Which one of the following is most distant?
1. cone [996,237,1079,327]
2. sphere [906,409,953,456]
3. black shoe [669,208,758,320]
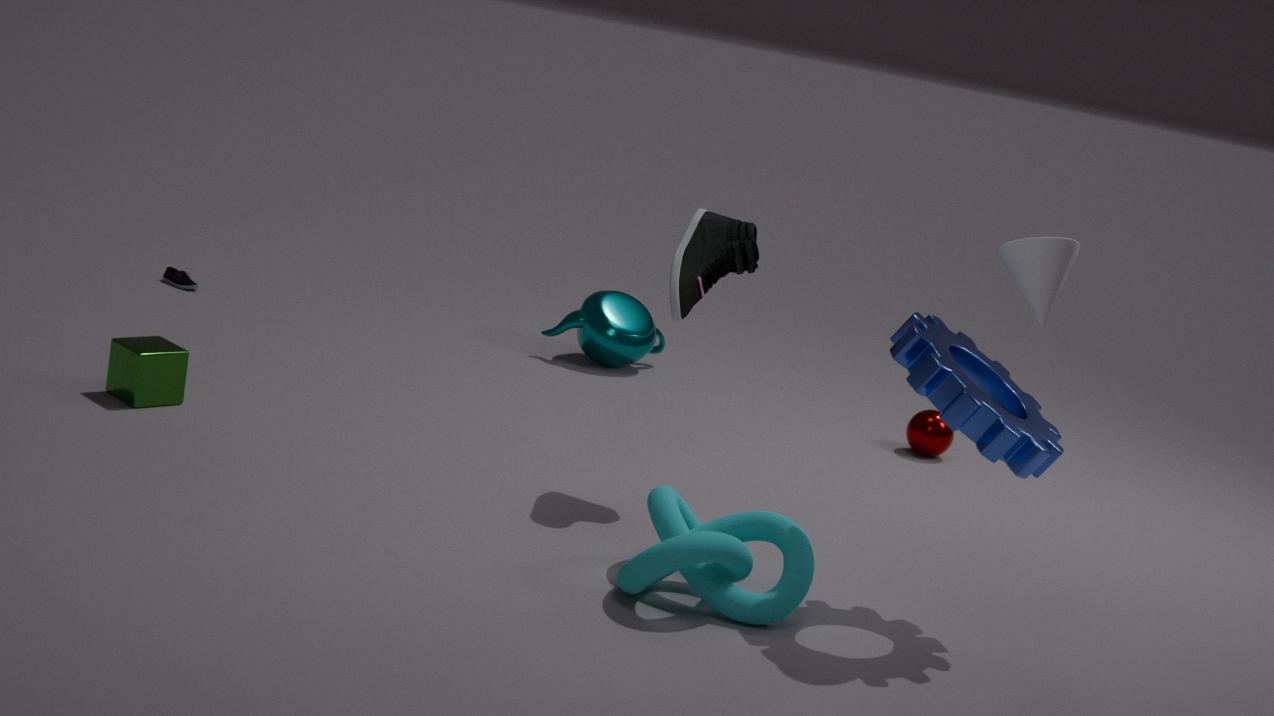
sphere [906,409,953,456]
